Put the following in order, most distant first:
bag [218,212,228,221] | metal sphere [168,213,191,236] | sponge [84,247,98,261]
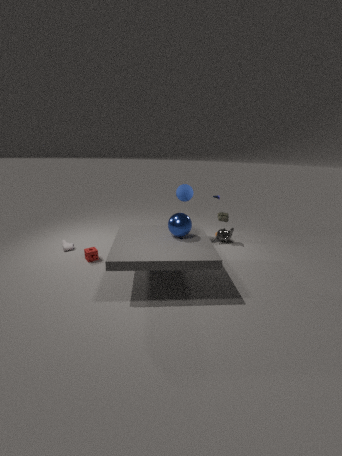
bag [218,212,228,221], sponge [84,247,98,261], metal sphere [168,213,191,236]
